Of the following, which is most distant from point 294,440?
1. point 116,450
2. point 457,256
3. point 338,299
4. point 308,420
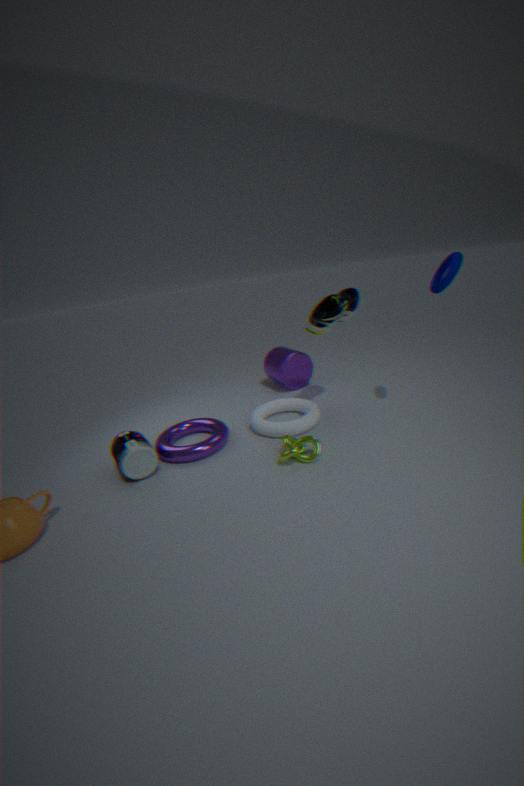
point 457,256
